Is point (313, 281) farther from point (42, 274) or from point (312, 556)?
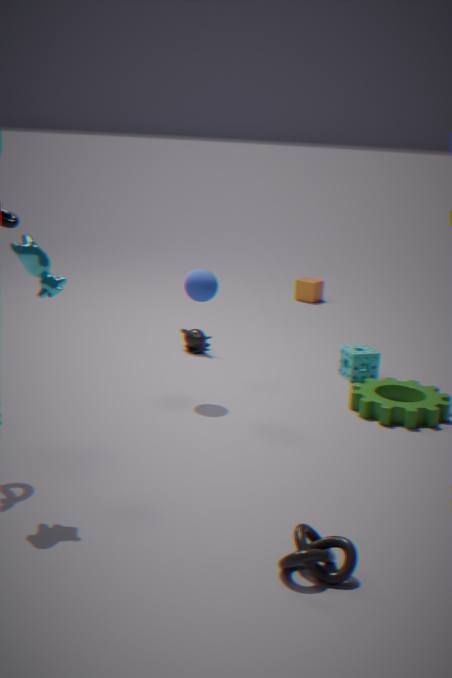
point (312, 556)
